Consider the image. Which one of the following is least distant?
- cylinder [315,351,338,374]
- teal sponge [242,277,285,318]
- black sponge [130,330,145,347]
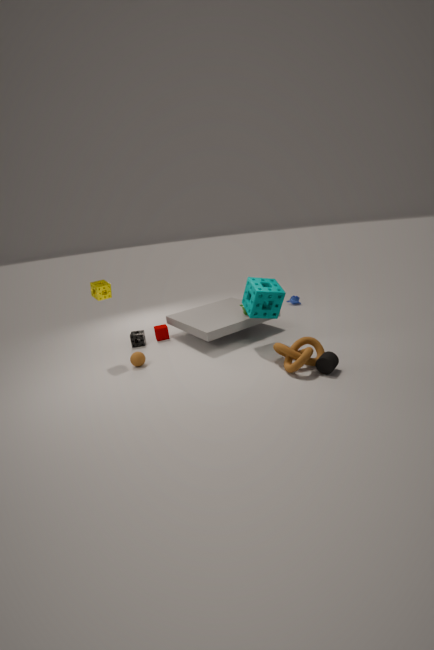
cylinder [315,351,338,374]
